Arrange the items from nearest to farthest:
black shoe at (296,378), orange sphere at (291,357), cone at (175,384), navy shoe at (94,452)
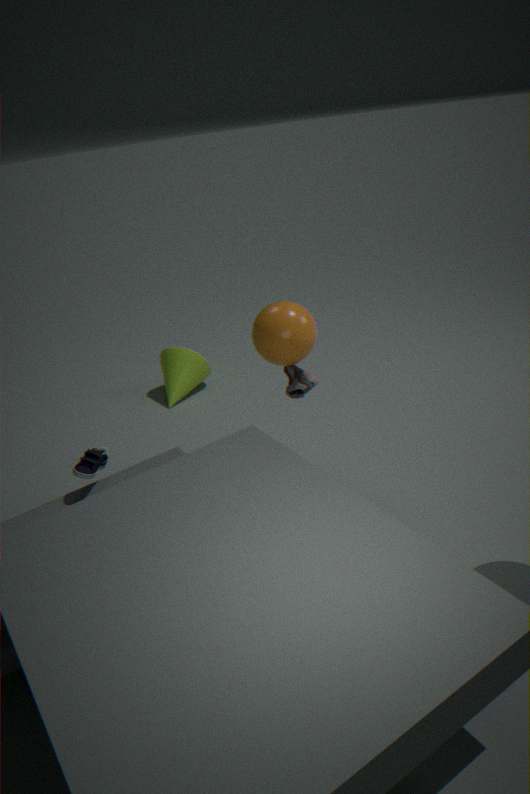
navy shoe at (94,452) < orange sphere at (291,357) < black shoe at (296,378) < cone at (175,384)
